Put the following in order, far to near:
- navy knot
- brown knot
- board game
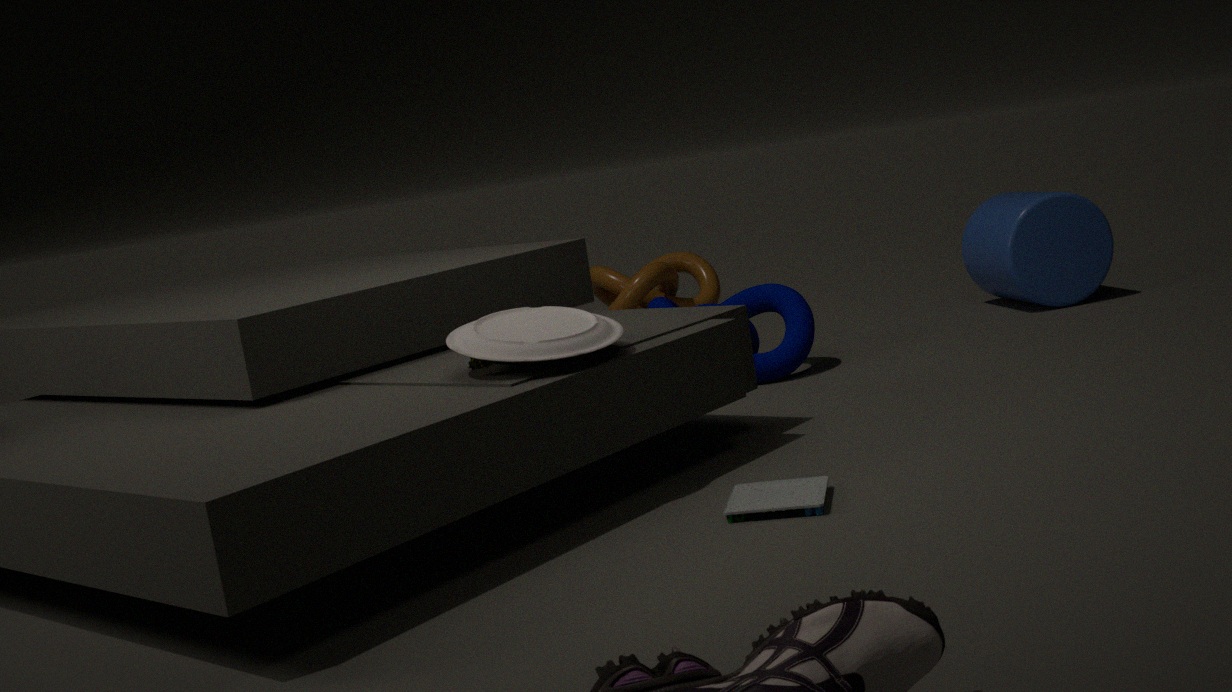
brown knot → navy knot → board game
